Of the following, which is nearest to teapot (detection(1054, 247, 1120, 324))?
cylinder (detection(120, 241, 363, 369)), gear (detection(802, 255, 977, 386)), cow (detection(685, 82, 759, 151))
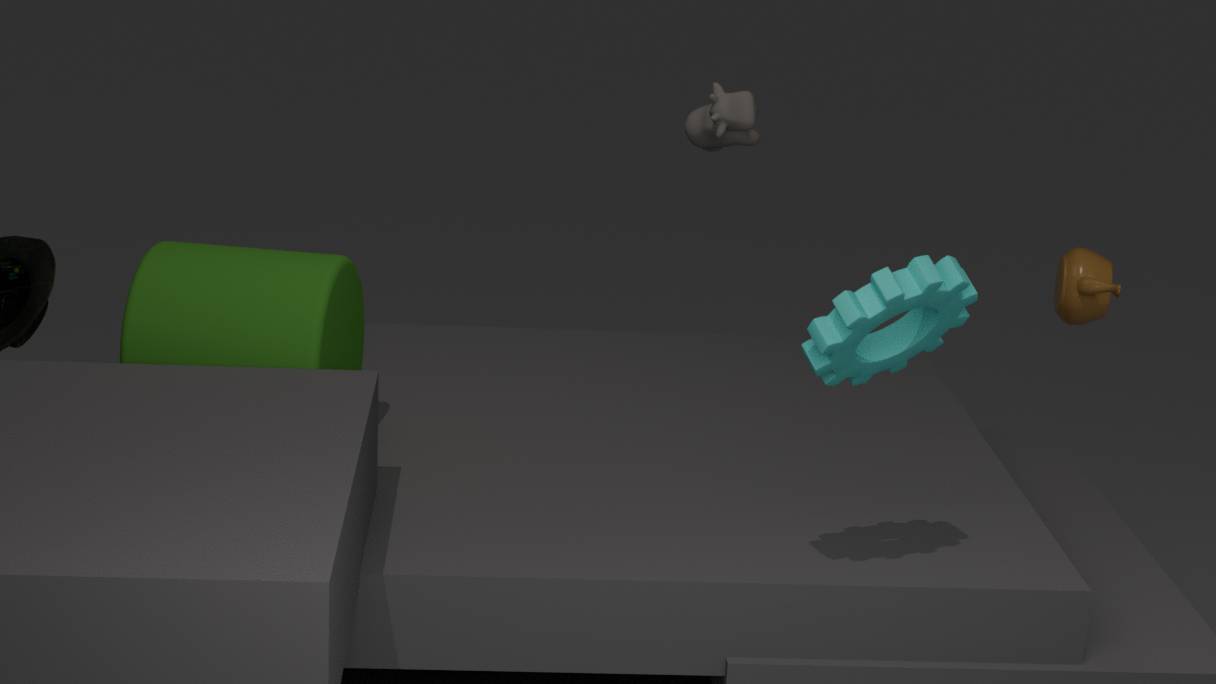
cow (detection(685, 82, 759, 151))
